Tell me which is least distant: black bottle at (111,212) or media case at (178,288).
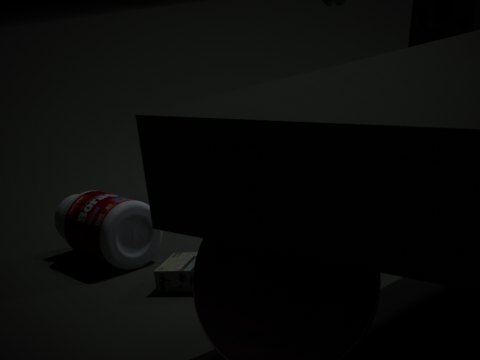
media case at (178,288)
